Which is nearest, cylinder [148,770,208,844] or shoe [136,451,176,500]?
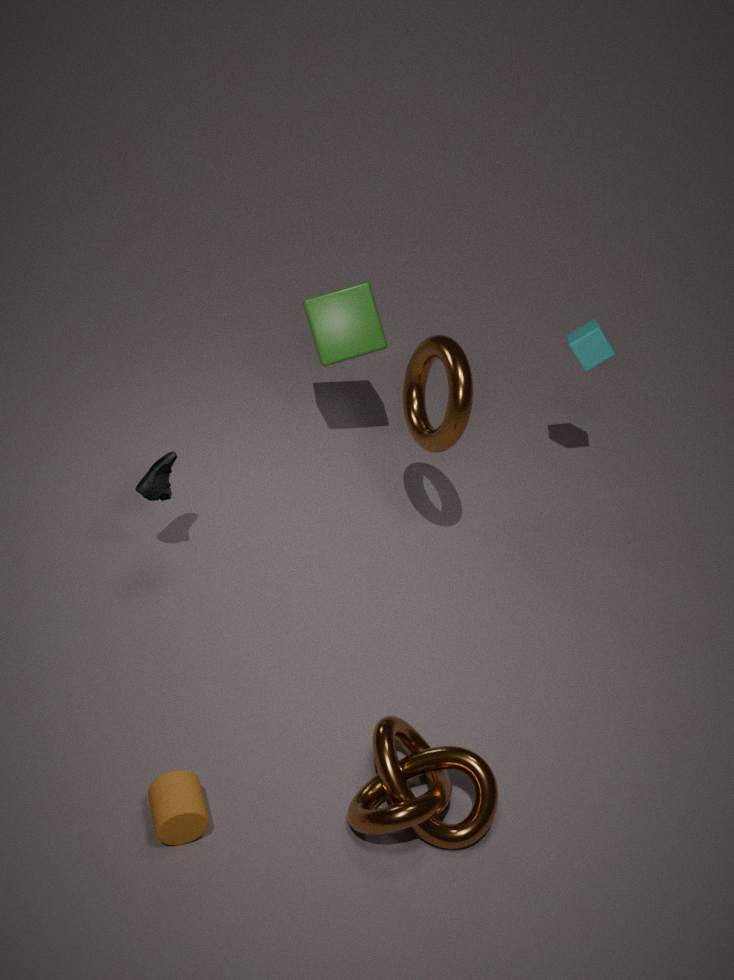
cylinder [148,770,208,844]
